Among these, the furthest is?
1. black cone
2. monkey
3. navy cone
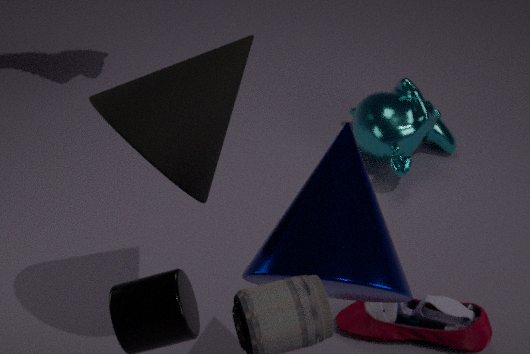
monkey
